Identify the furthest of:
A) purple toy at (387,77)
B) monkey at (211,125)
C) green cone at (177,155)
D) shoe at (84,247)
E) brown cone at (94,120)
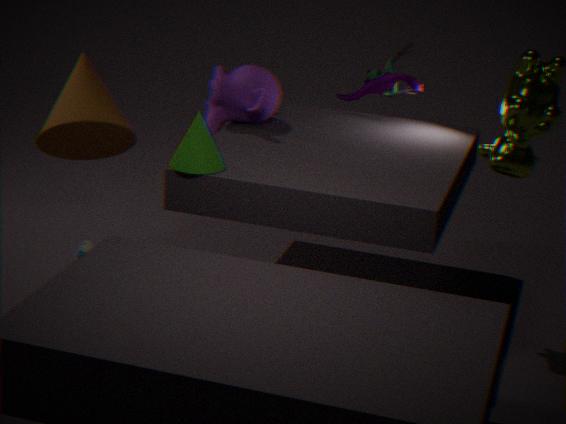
purple toy at (387,77)
